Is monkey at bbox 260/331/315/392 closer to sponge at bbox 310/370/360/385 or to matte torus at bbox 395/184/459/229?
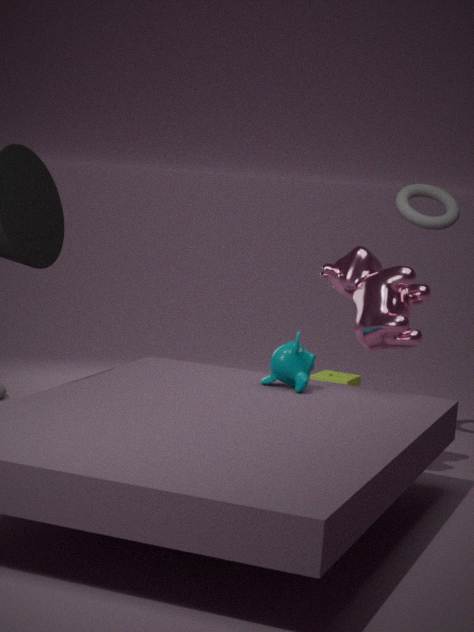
matte torus at bbox 395/184/459/229
